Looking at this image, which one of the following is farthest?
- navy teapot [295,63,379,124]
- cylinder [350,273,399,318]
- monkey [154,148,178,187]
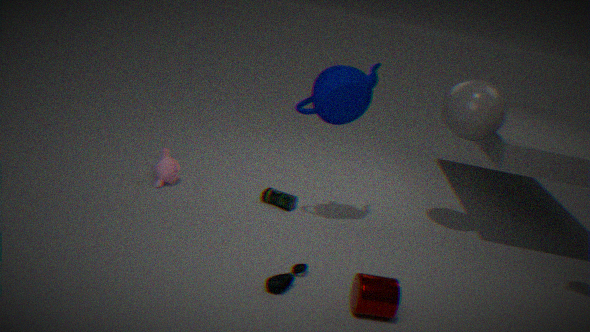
monkey [154,148,178,187]
